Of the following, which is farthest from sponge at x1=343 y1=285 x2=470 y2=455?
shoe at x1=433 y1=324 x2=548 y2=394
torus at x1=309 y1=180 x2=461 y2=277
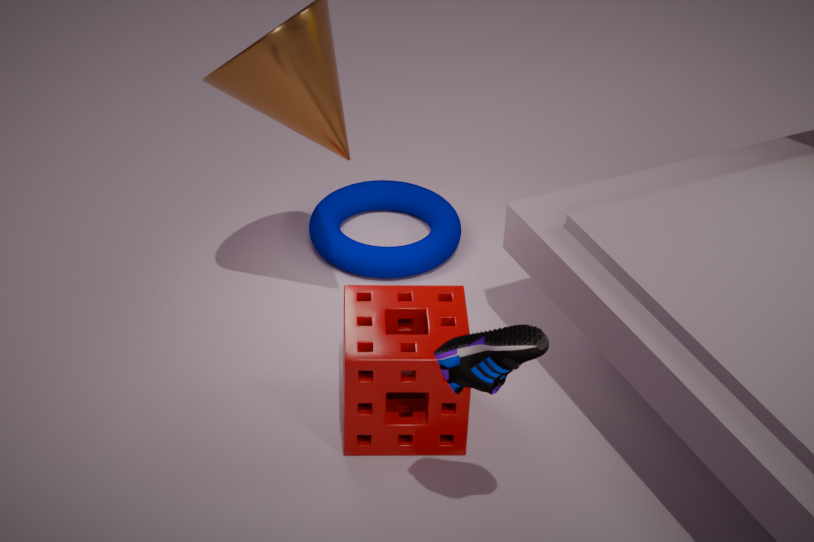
torus at x1=309 y1=180 x2=461 y2=277
